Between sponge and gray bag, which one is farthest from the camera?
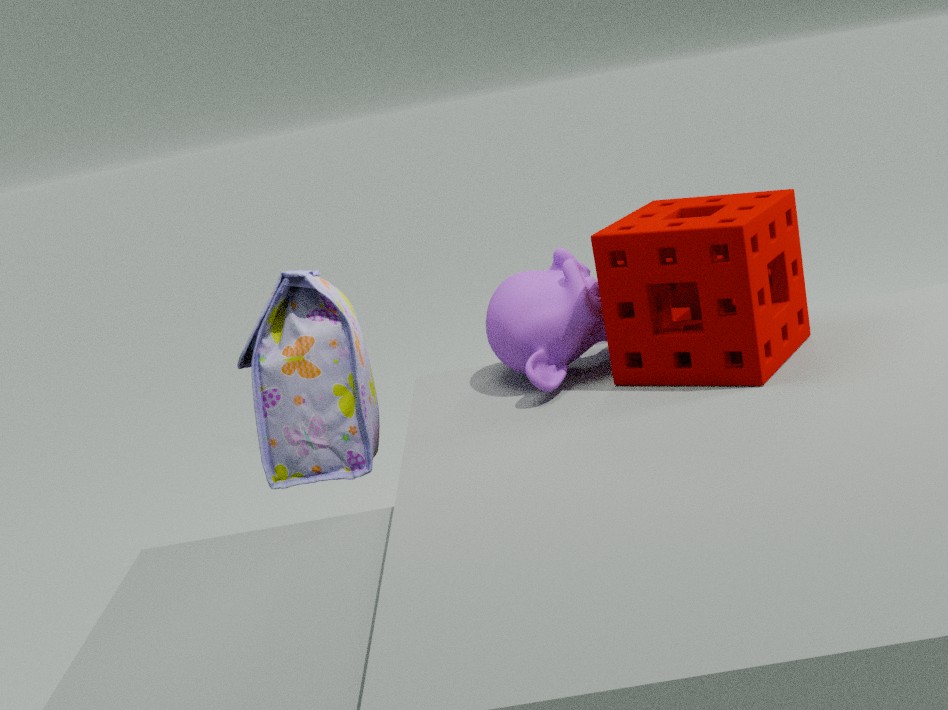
gray bag
